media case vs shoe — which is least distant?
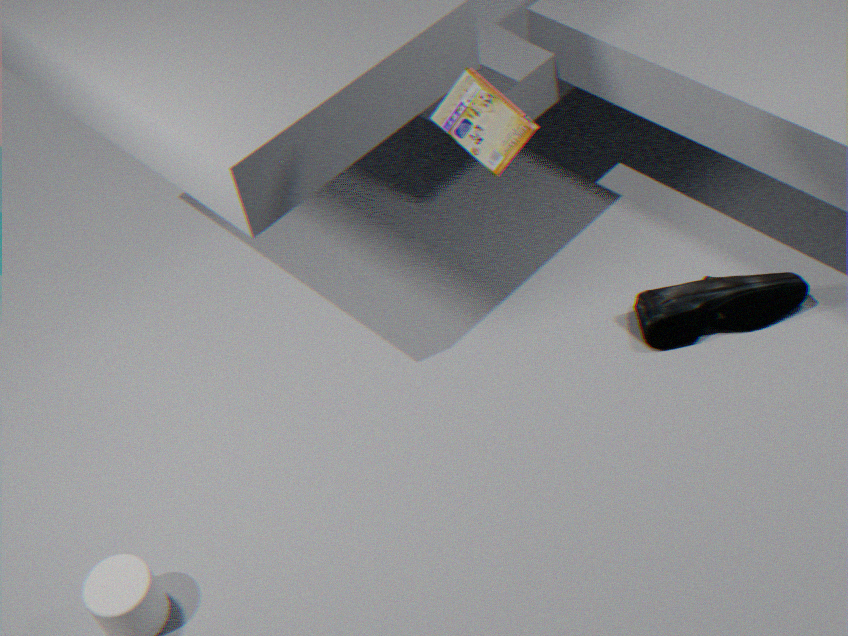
media case
